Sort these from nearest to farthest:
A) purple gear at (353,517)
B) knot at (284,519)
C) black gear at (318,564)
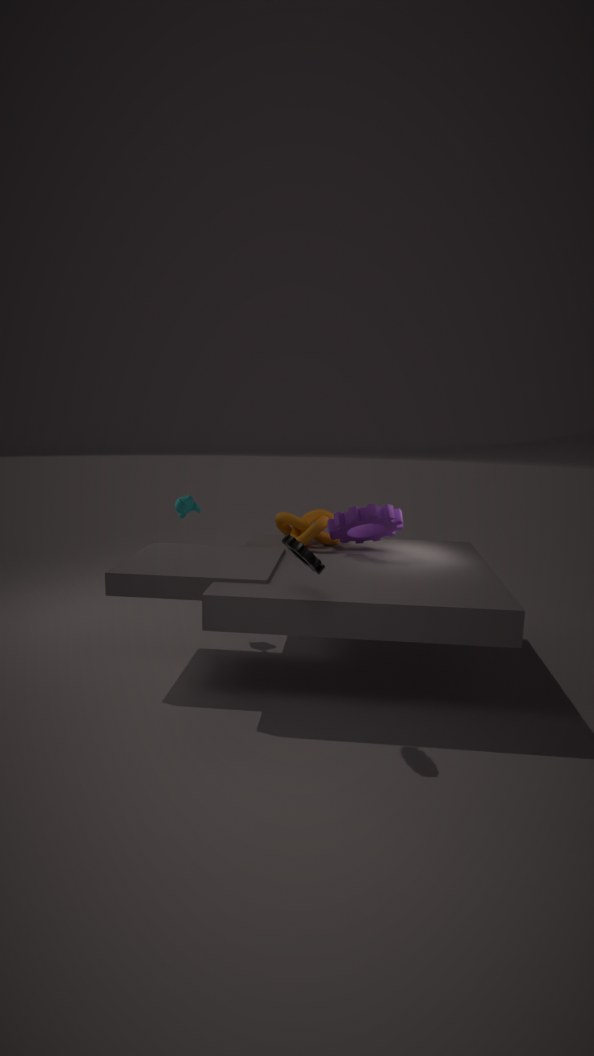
black gear at (318,564) < purple gear at (353,517) < knot at (284,519)
